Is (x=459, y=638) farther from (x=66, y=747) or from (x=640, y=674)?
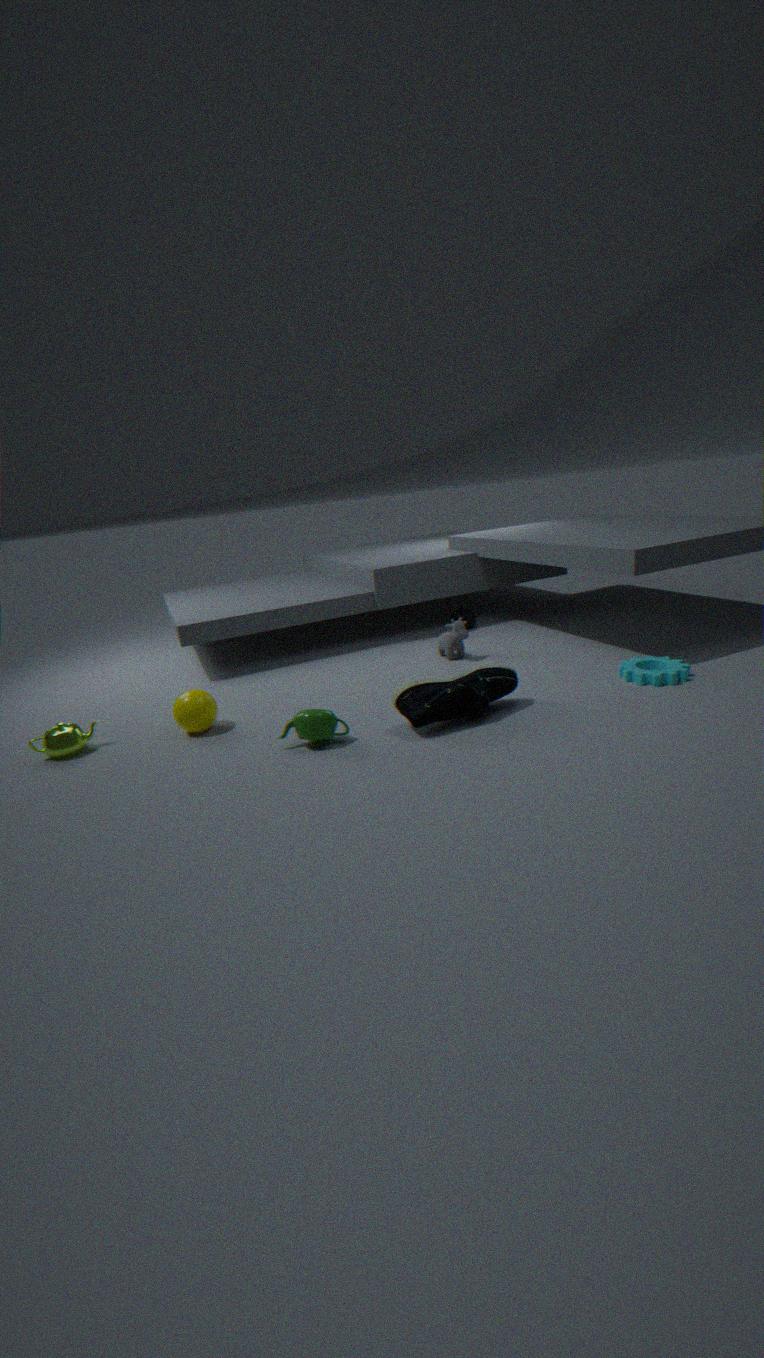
(x=66, y=747)
